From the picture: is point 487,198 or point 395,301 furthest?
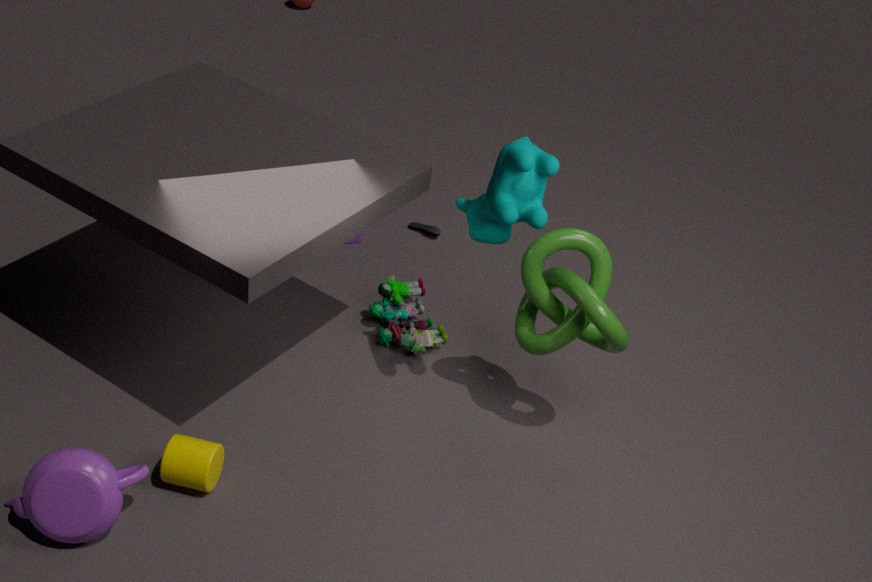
point 395,301
